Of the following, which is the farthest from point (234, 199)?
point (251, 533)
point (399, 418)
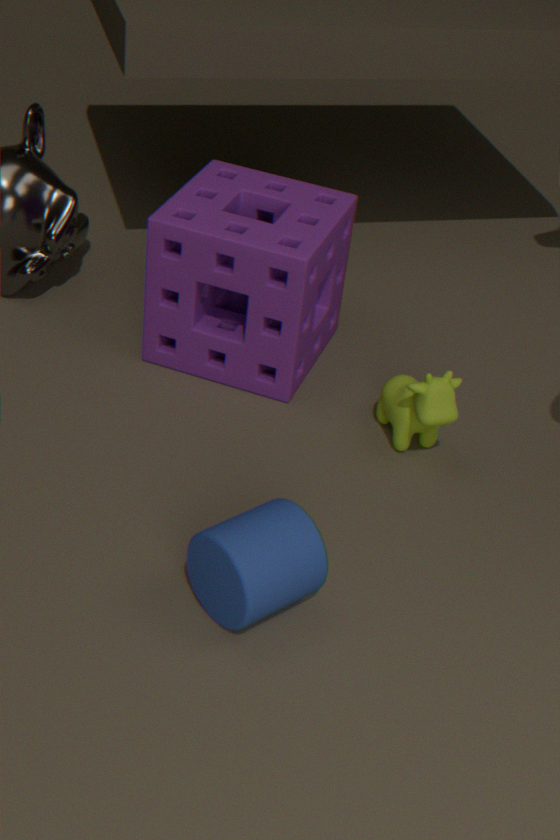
point (251, 533)
